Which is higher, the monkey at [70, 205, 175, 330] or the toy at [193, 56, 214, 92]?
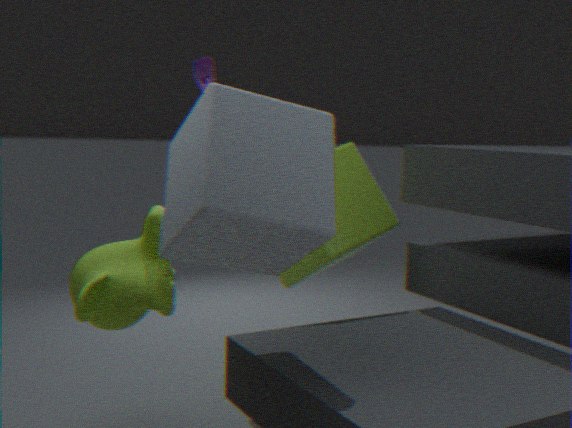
the toy at [193, 56, 214, 92]
